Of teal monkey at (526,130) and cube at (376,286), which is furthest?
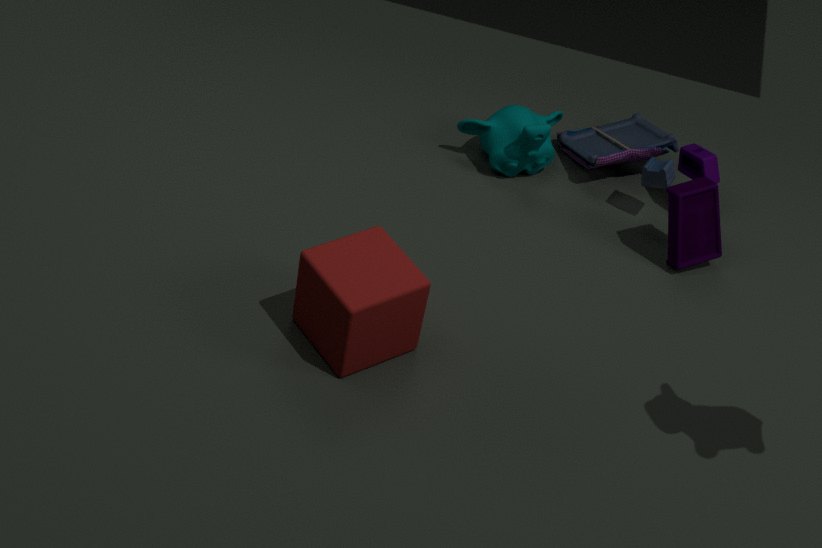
teal monkey at (526,130)
